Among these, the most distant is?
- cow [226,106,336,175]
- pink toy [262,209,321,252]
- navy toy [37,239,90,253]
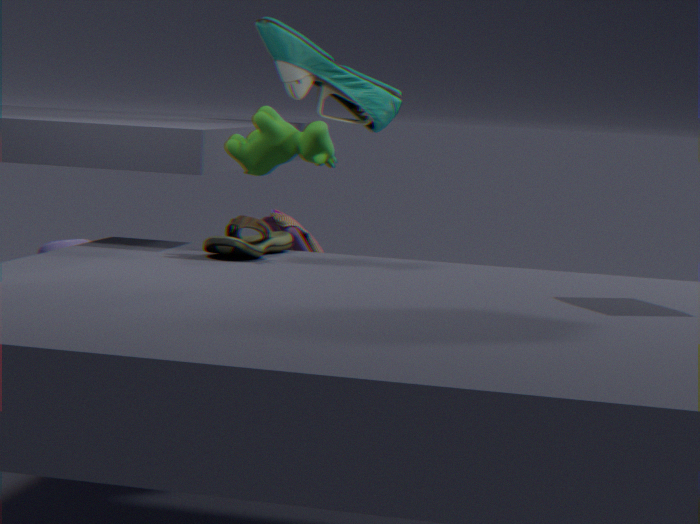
navy toy [37,239,90,253]
